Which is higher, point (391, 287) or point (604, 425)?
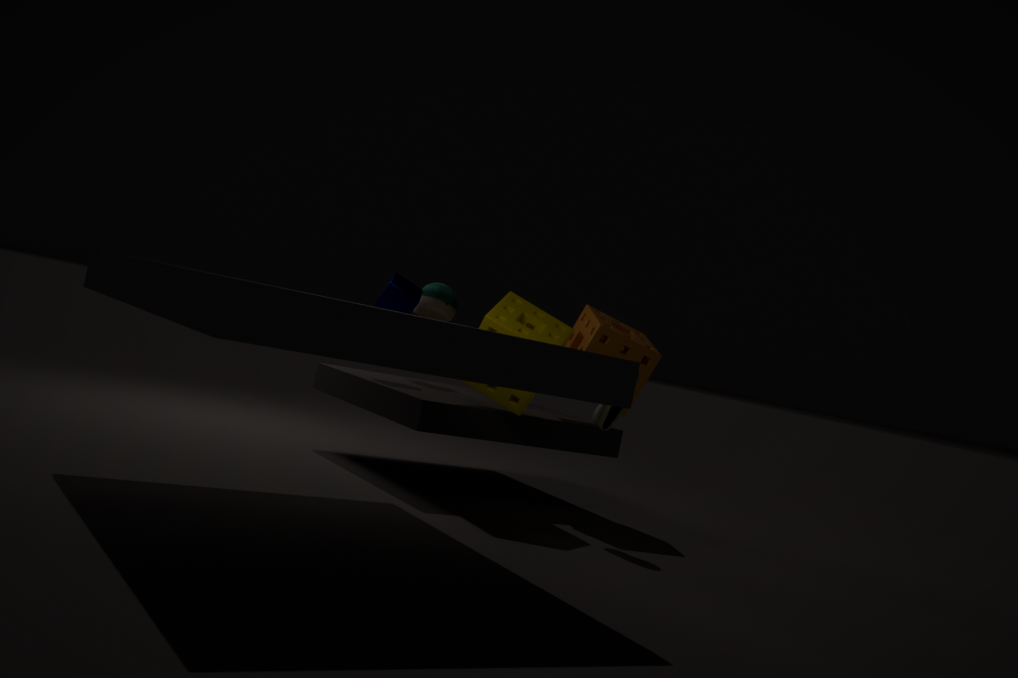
point (391, 287)
